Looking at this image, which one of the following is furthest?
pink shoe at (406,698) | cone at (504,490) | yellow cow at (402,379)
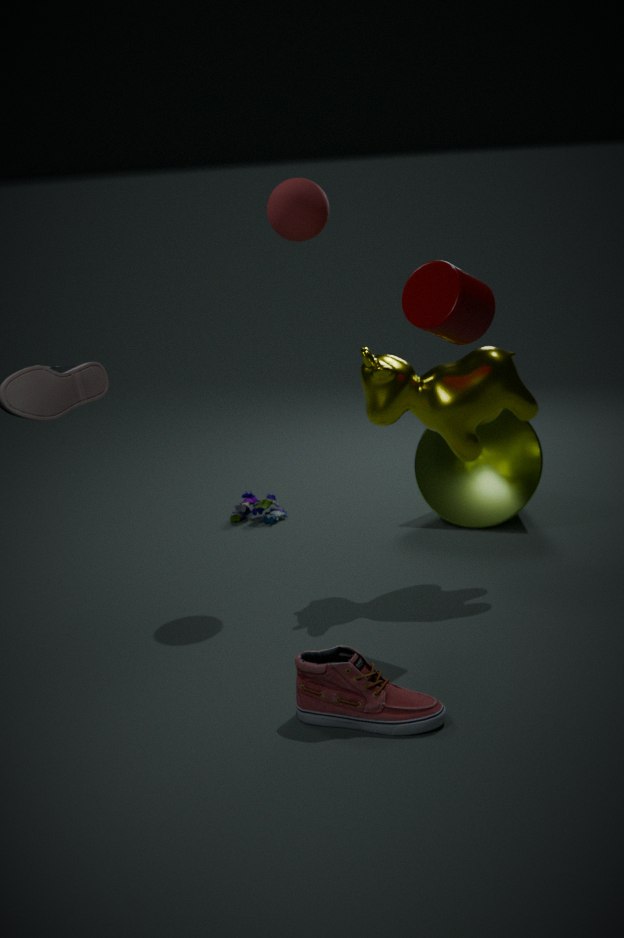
cone at (504,490)
